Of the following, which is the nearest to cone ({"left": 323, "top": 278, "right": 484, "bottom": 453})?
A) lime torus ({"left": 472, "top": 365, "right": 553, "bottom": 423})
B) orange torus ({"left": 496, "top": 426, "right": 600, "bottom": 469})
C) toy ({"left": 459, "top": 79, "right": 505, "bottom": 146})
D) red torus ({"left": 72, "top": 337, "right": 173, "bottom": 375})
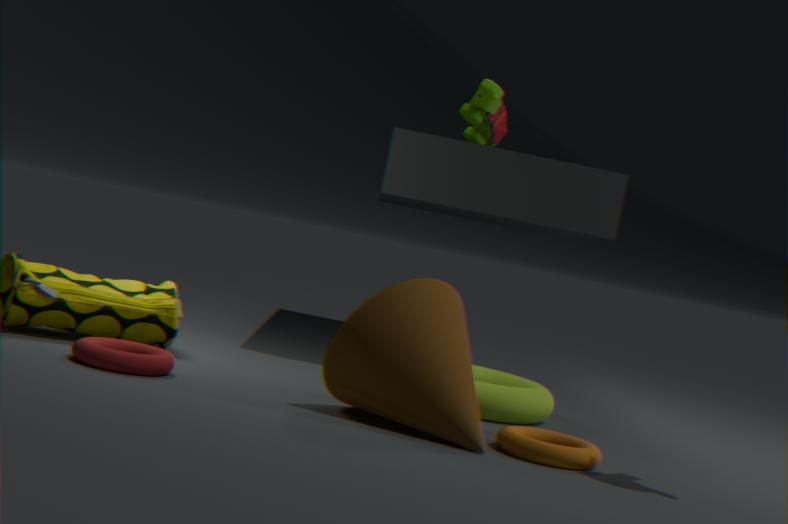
orange torus ({"left": 496, "top": 426, "right": 600, "bottom": 469})
